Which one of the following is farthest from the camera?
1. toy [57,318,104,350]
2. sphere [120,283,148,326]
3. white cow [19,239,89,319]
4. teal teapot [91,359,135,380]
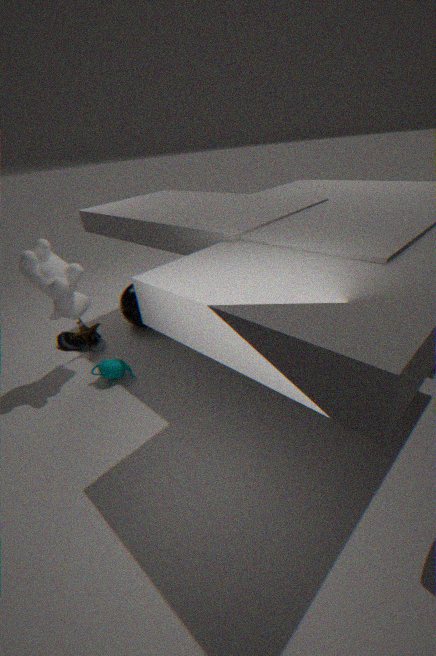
sphere [120,283,148,326]
